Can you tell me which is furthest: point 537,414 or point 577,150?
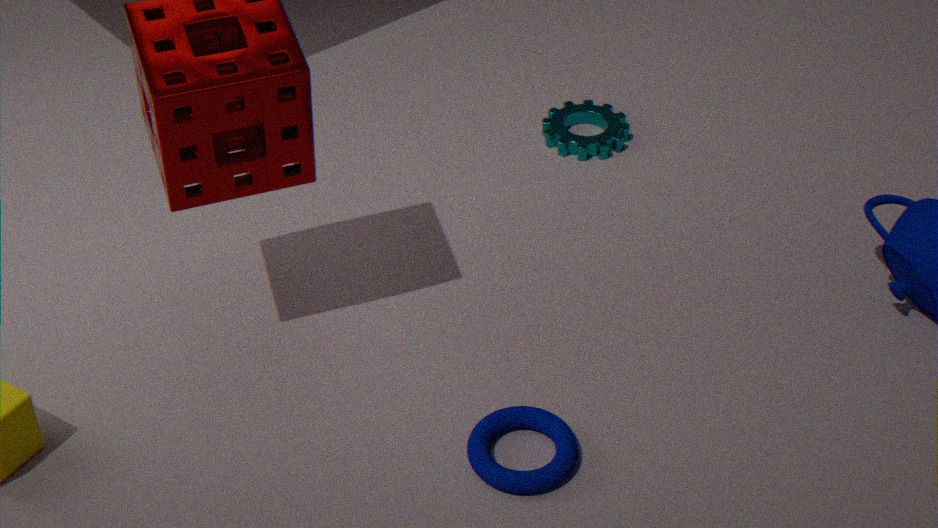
point 577,150
